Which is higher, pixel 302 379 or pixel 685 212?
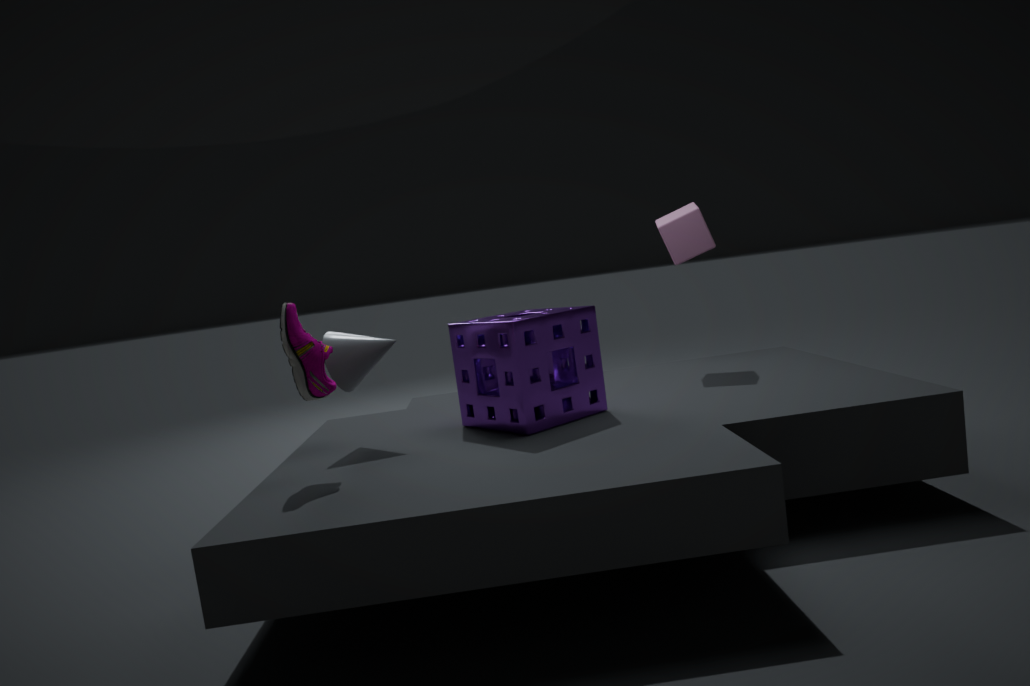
pixel 685 212
